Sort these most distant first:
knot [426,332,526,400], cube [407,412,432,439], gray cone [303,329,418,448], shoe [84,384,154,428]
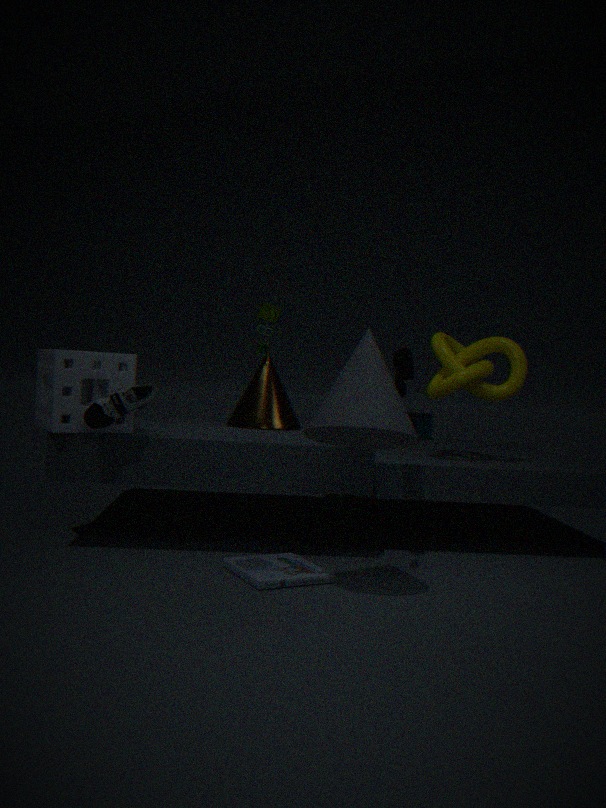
cube [407,412,432,439] < knot [426,332,526,400] < shoe [84,384,154,428] < gray cone [303,329,418,448]
